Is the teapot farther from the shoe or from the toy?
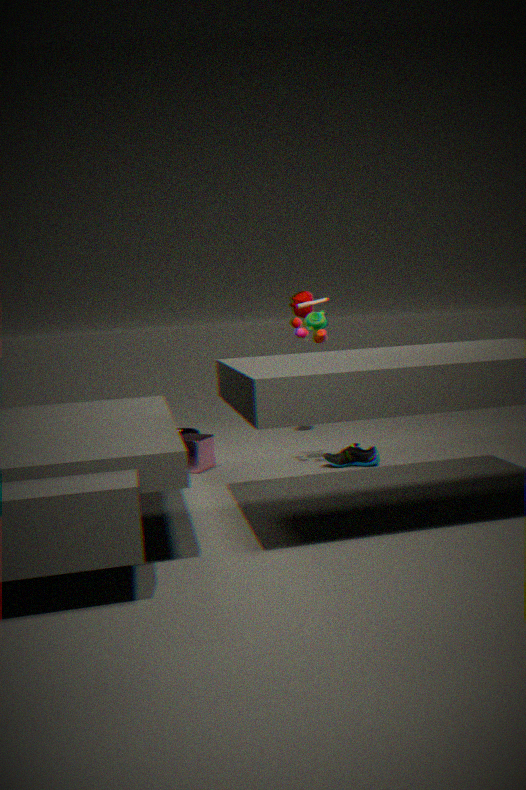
the shoe
